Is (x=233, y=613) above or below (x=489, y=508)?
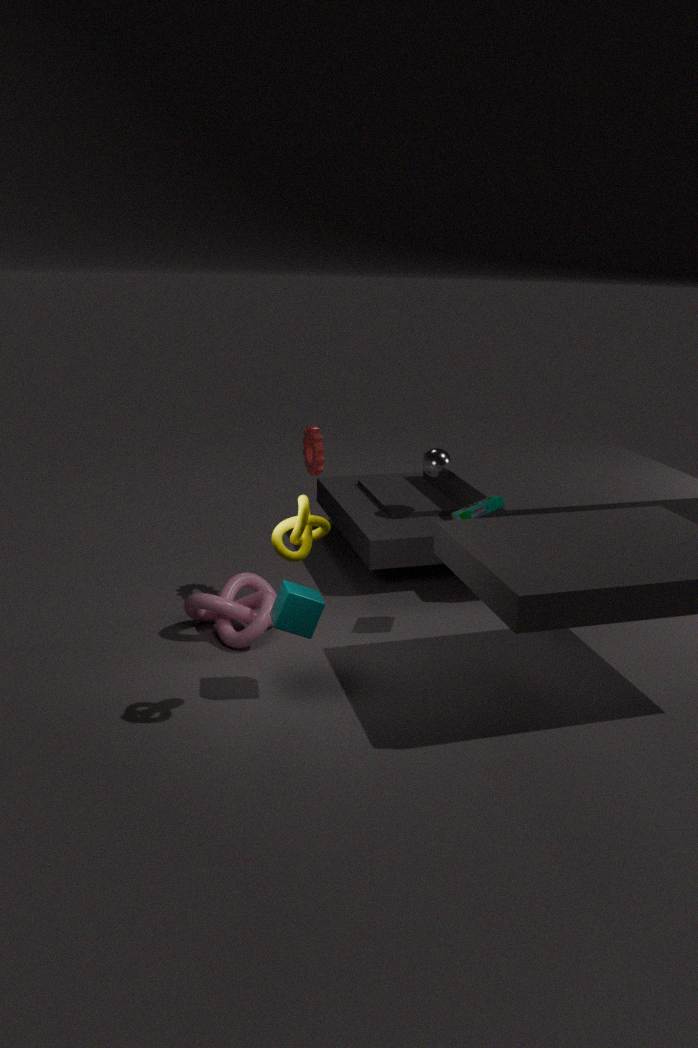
below
